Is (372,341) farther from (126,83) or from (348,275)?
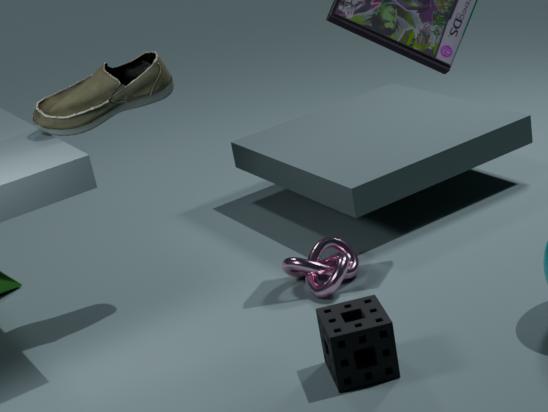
(126,83)
